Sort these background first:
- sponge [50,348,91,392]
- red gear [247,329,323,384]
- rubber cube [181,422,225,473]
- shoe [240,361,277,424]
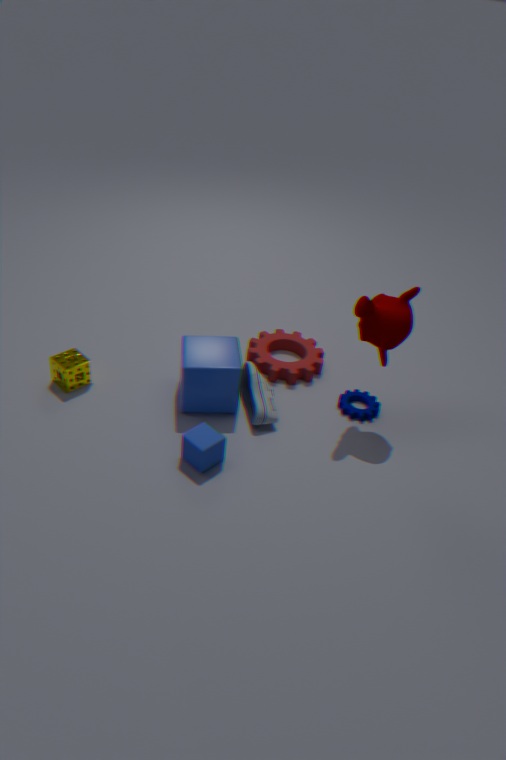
red gear [247,329,323,384], sponge [50,348,91,392], shoe [240,361,277,424], rubber cube [181,422,225,473]
